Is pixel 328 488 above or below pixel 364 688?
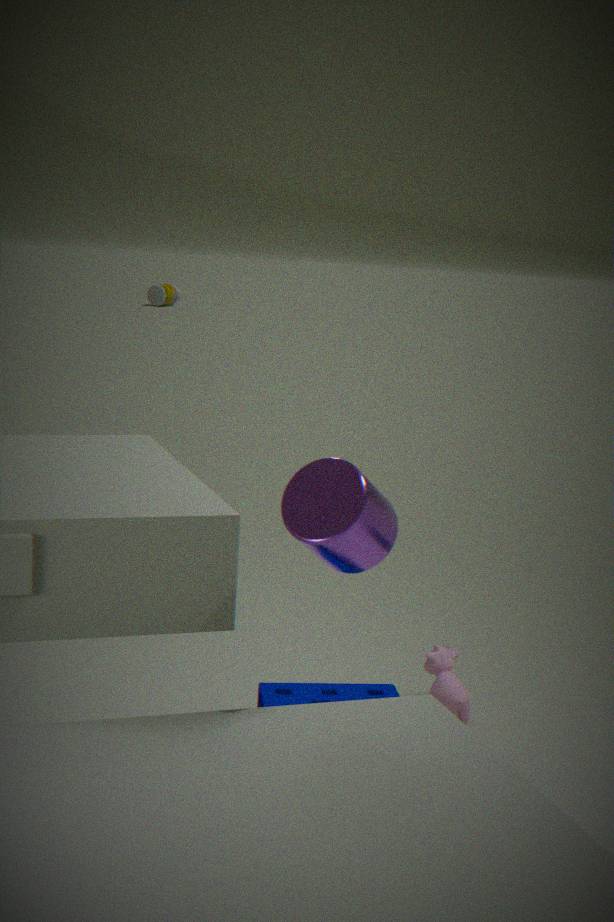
above
